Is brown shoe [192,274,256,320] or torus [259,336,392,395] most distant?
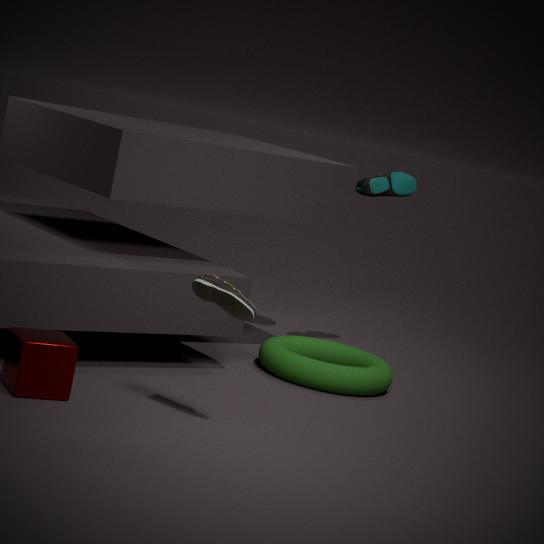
torus [259,336,392,395]
